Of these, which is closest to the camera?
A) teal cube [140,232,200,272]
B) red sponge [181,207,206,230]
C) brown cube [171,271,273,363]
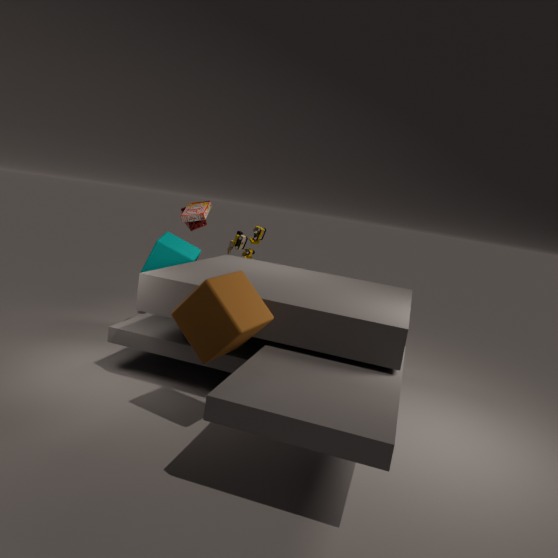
brown cube [171,271,273,363]
